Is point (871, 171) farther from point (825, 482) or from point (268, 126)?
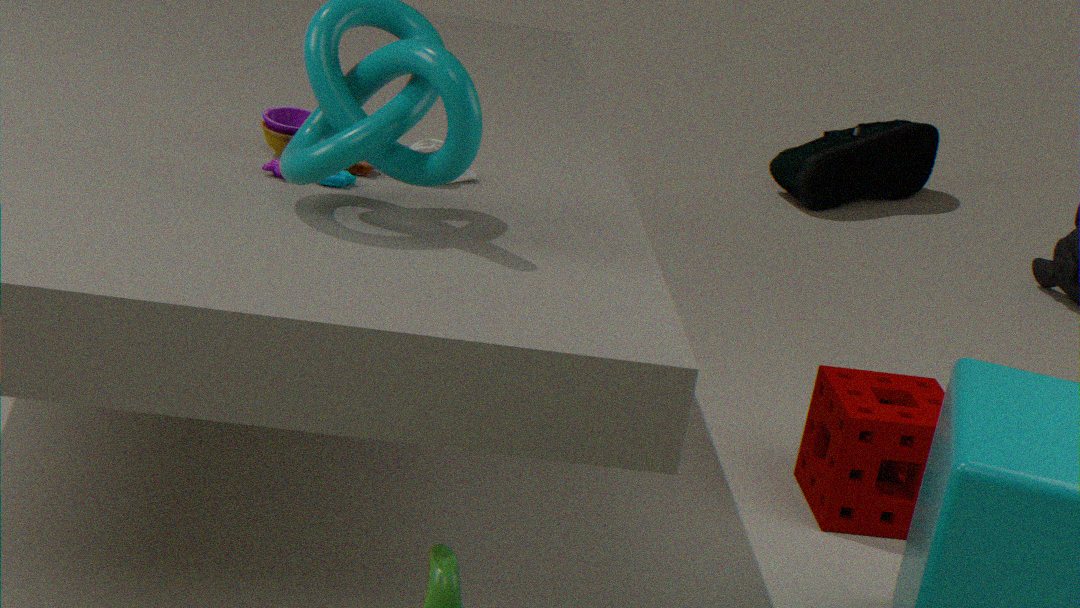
point (268, 126)
